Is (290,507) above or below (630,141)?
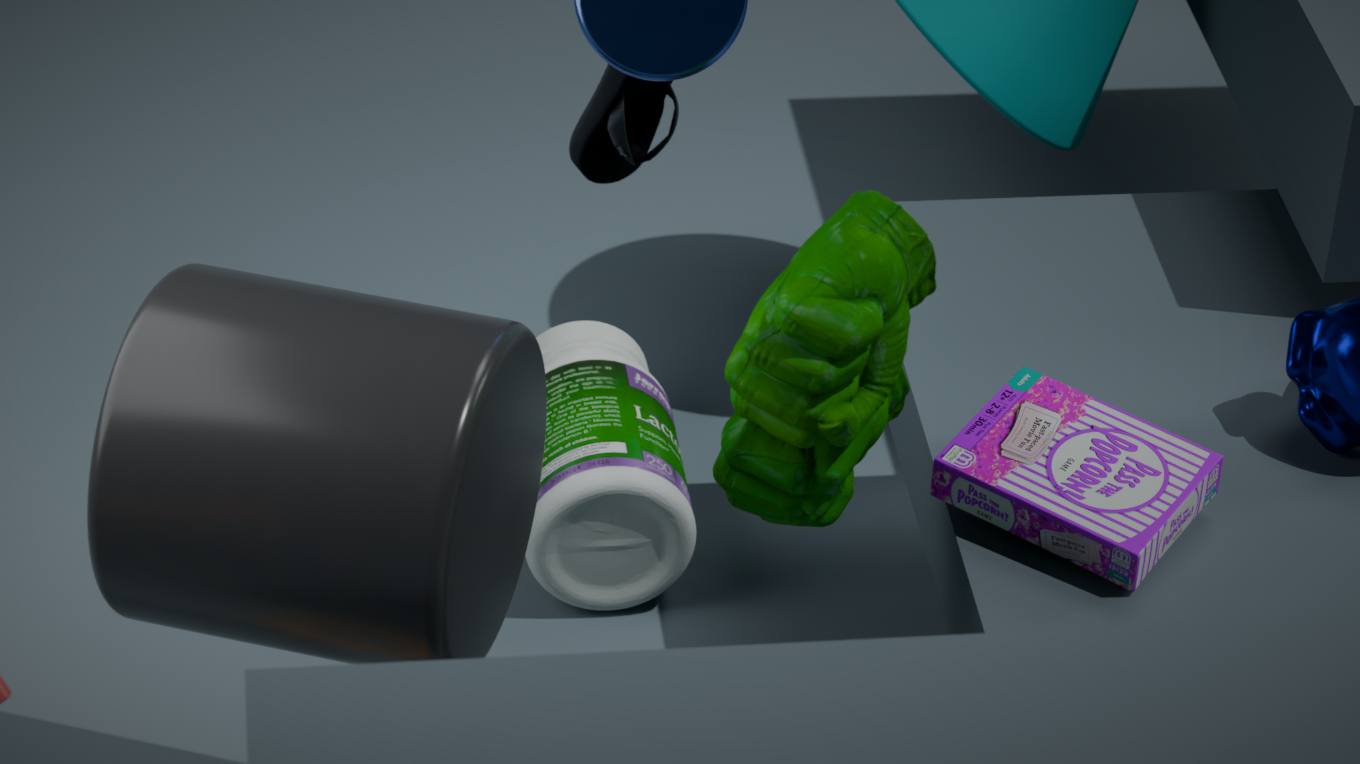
above
